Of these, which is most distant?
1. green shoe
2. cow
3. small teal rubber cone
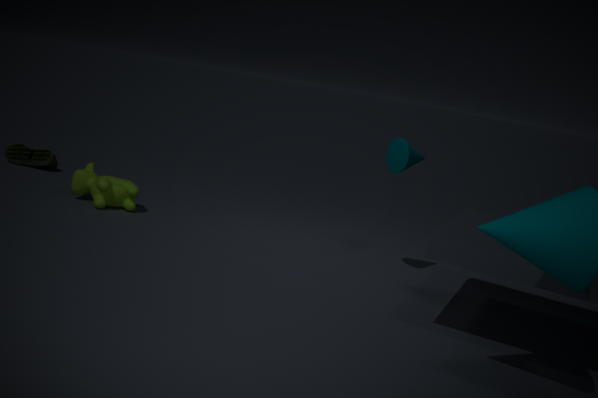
green shoe
